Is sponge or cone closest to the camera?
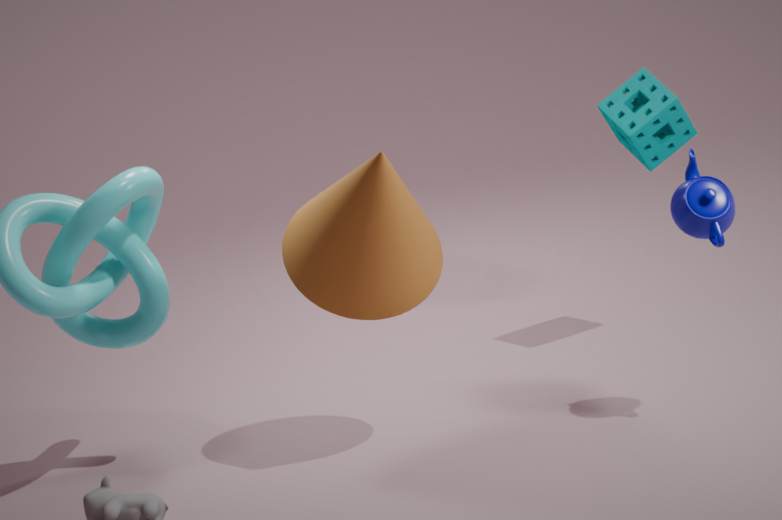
cone
